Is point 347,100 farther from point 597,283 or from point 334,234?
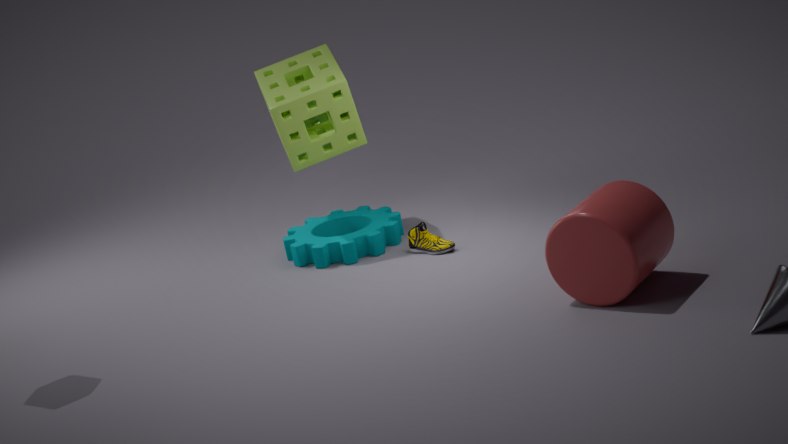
point 597,283
